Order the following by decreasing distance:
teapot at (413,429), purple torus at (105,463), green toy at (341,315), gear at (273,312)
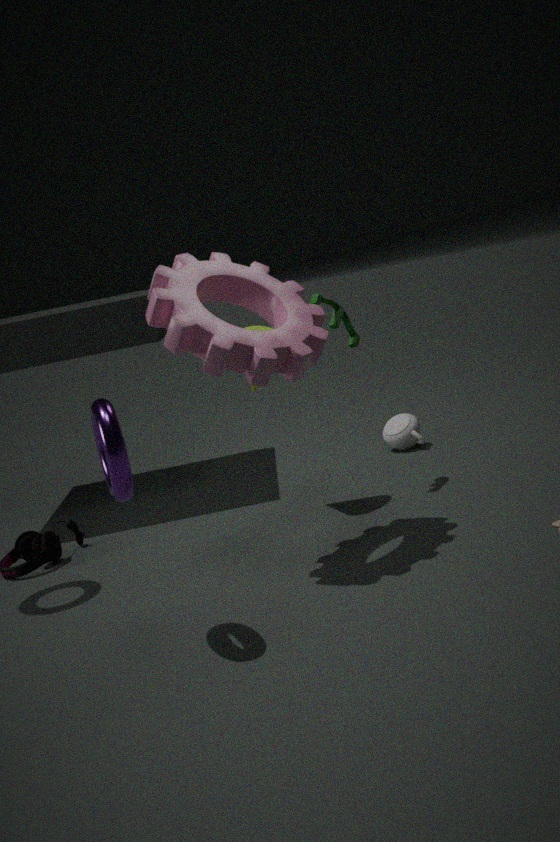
teapot at (413,429)
green toy at (341,315)
gear at (273,312)
purple torus at (105,463)
